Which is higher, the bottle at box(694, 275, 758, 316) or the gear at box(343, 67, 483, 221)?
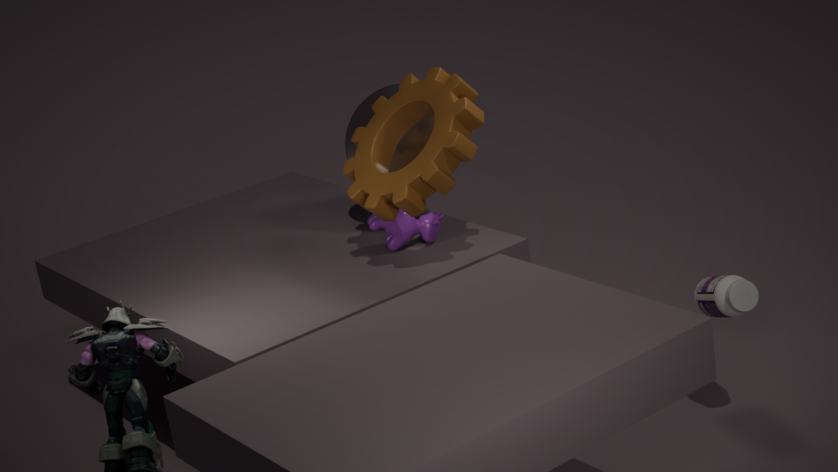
the gear at box(343, 67, 483, 221)
